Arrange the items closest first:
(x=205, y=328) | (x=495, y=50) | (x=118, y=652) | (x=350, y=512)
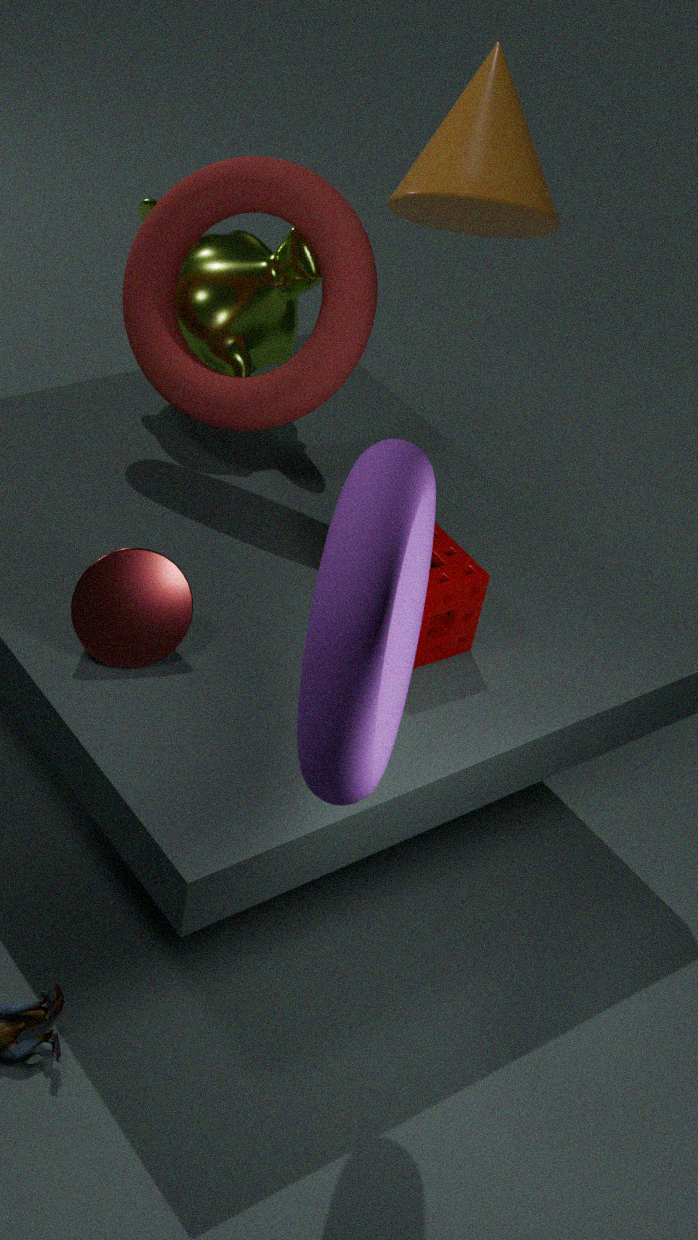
(x=350, y=512) → (x=118, y=652) → (x=205, y=328) → (x=495, y=50)
